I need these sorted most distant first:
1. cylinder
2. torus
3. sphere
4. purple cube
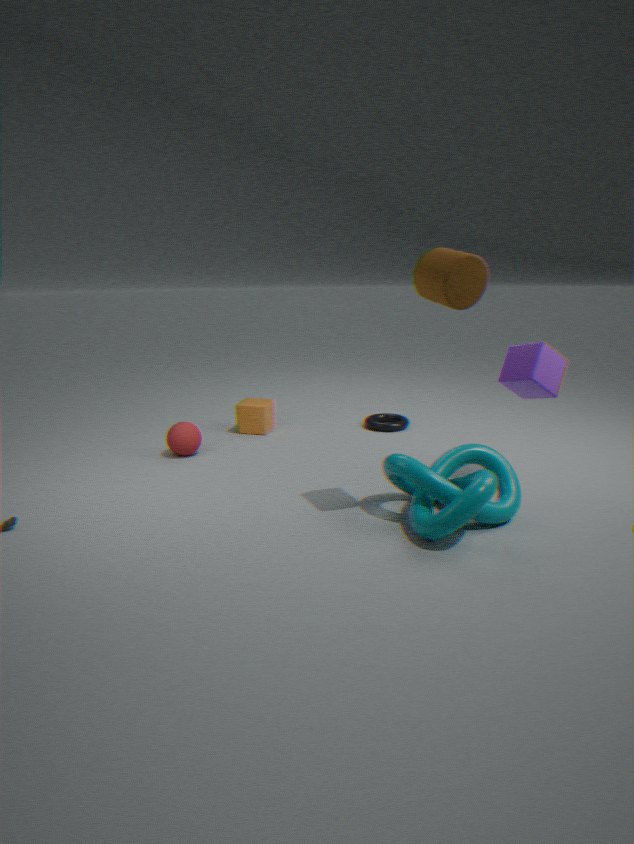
1. torus
2. sphere
3. purple cube
4. cylinder
